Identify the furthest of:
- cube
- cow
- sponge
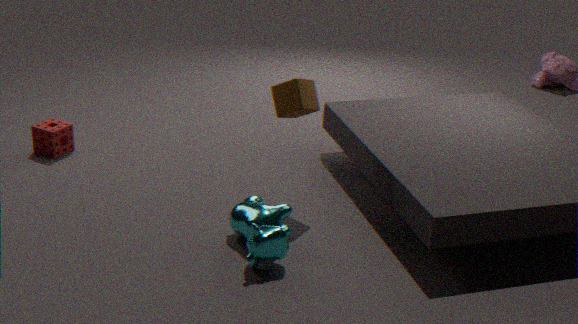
sponge
